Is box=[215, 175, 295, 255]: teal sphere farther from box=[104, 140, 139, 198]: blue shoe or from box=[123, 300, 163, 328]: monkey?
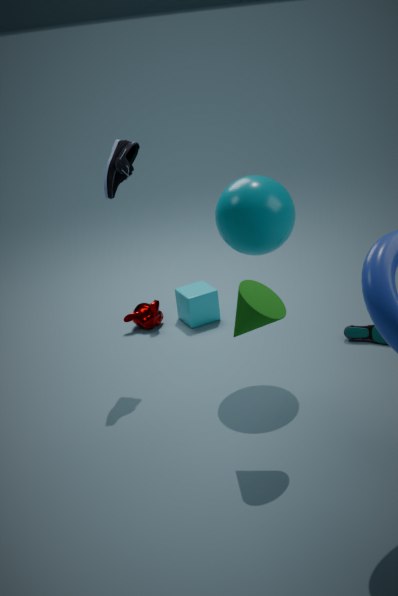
box=[123, 300, 163, 328]: monkey
